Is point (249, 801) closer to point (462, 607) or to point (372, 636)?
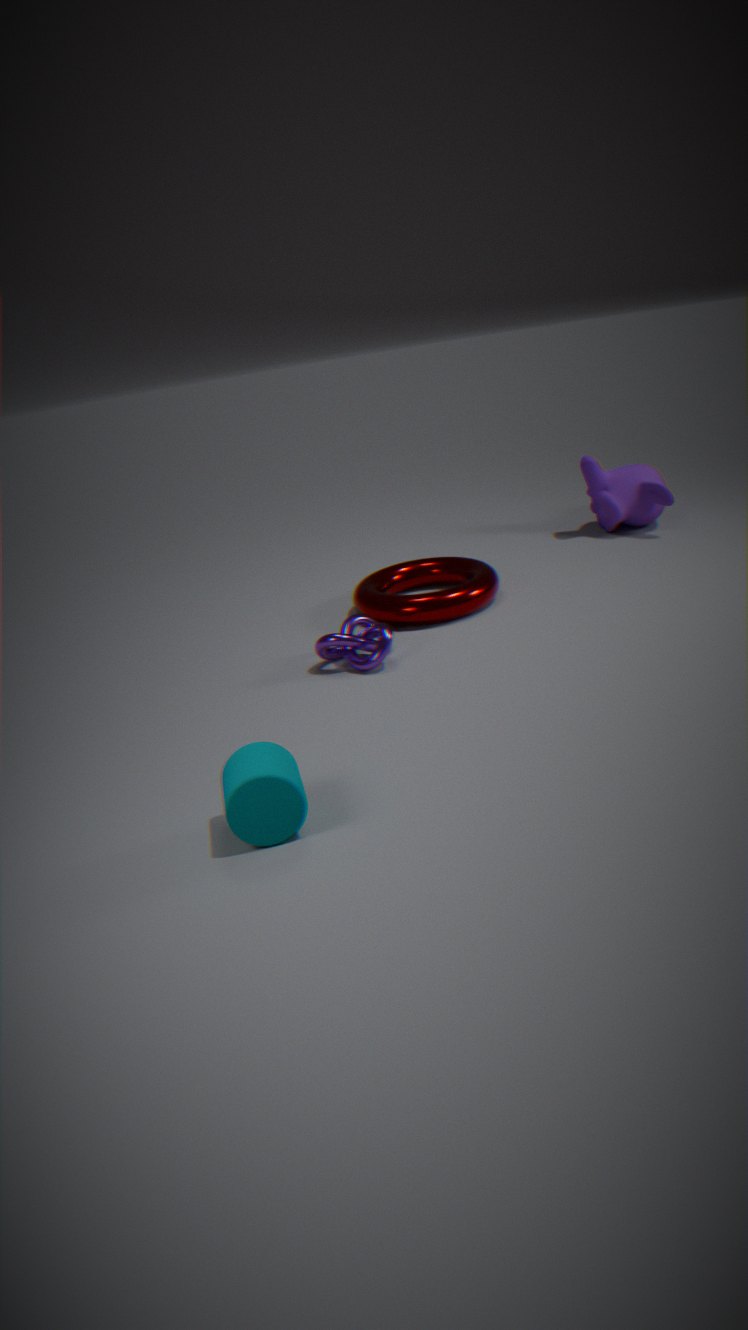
point (372, 636)
